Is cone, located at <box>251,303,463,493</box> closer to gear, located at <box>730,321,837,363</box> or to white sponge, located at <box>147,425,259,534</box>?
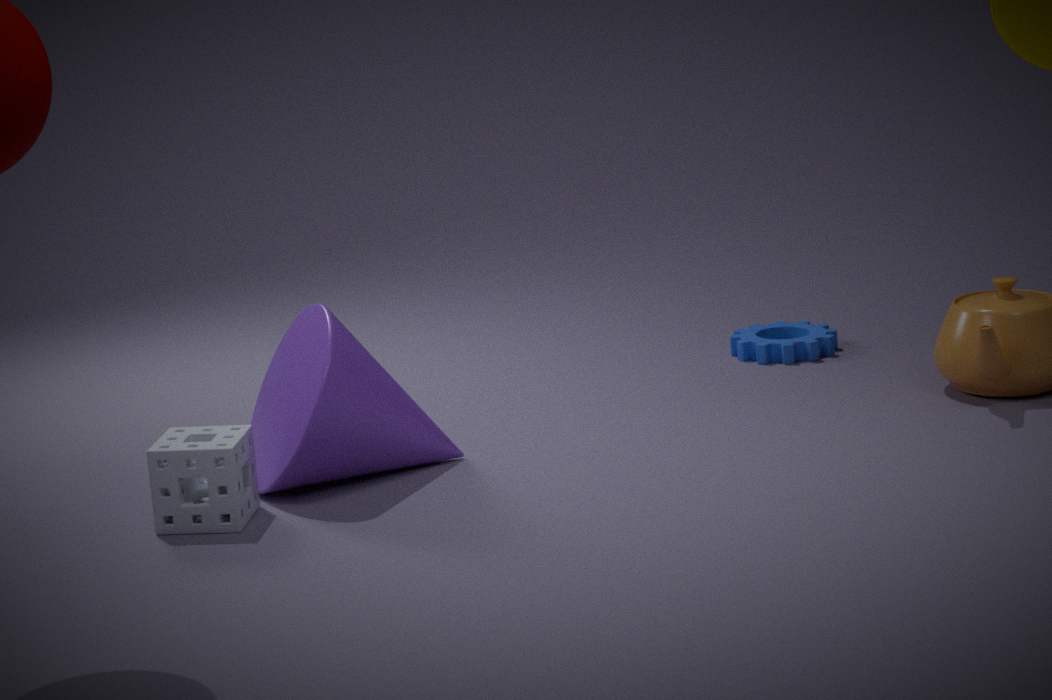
white sponge, located at <box>147,425,259,534</box>
